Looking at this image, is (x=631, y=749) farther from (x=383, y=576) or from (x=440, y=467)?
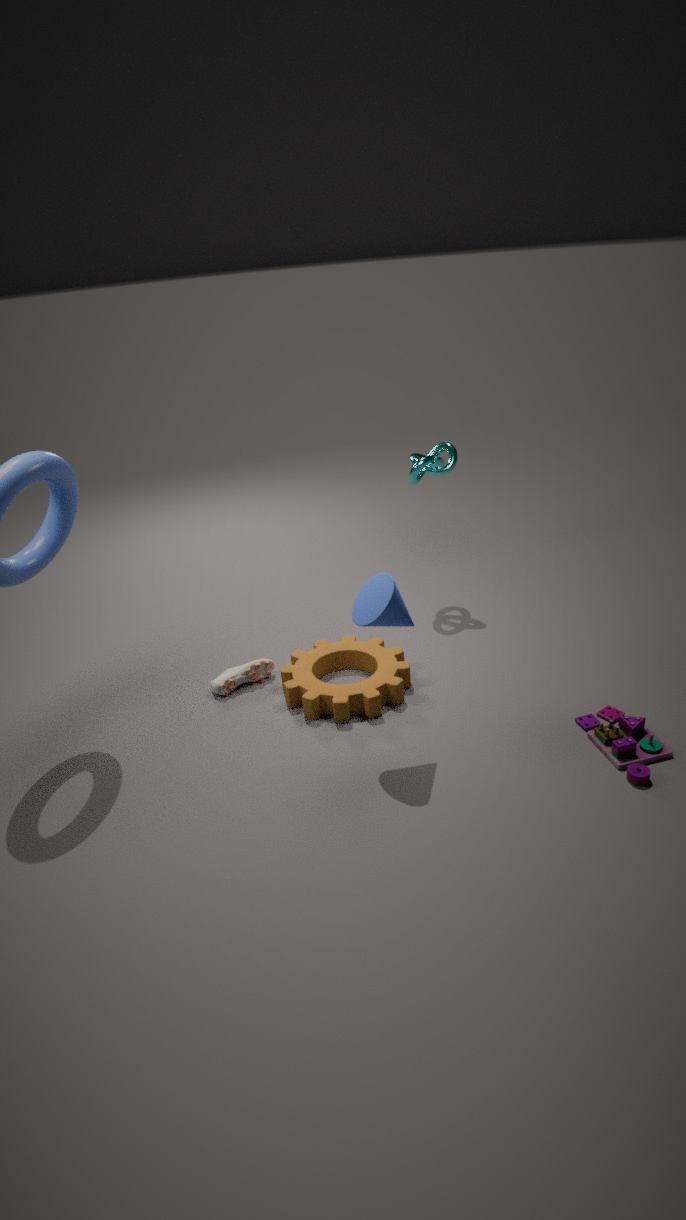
(x=440, y=467)
